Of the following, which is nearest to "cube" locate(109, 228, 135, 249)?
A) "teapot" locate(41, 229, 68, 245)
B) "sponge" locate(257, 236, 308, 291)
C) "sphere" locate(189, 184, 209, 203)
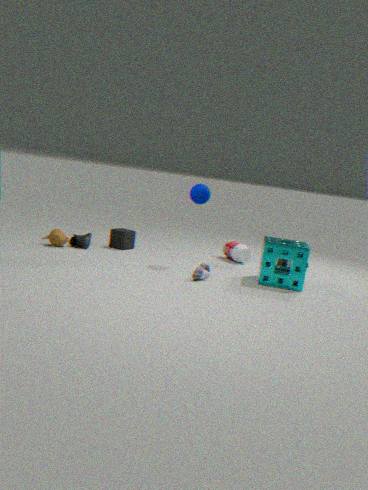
"teapot" locate(41, 229, 68, 245)
